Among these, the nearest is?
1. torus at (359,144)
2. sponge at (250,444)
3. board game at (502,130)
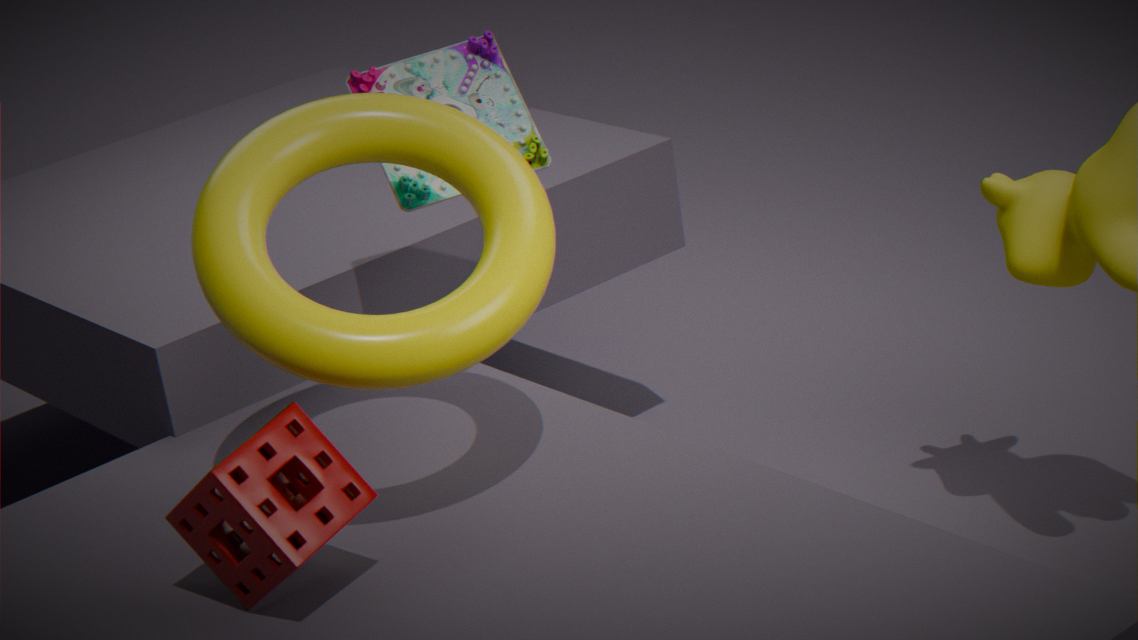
sponge at (250,444)
